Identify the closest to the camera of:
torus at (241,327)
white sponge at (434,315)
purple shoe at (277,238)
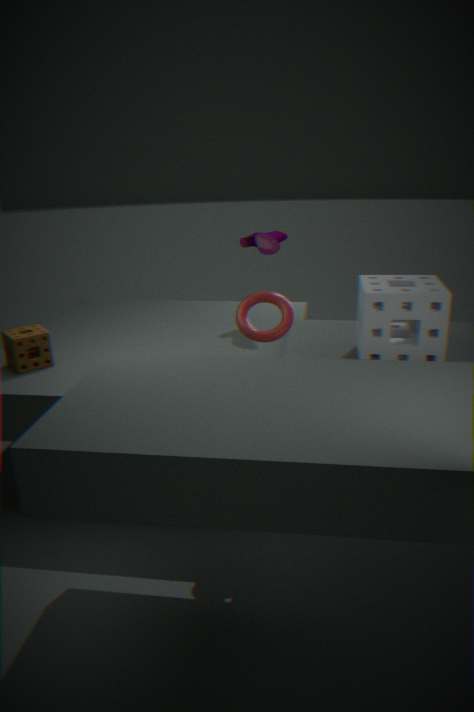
white sponge at (434,315)
